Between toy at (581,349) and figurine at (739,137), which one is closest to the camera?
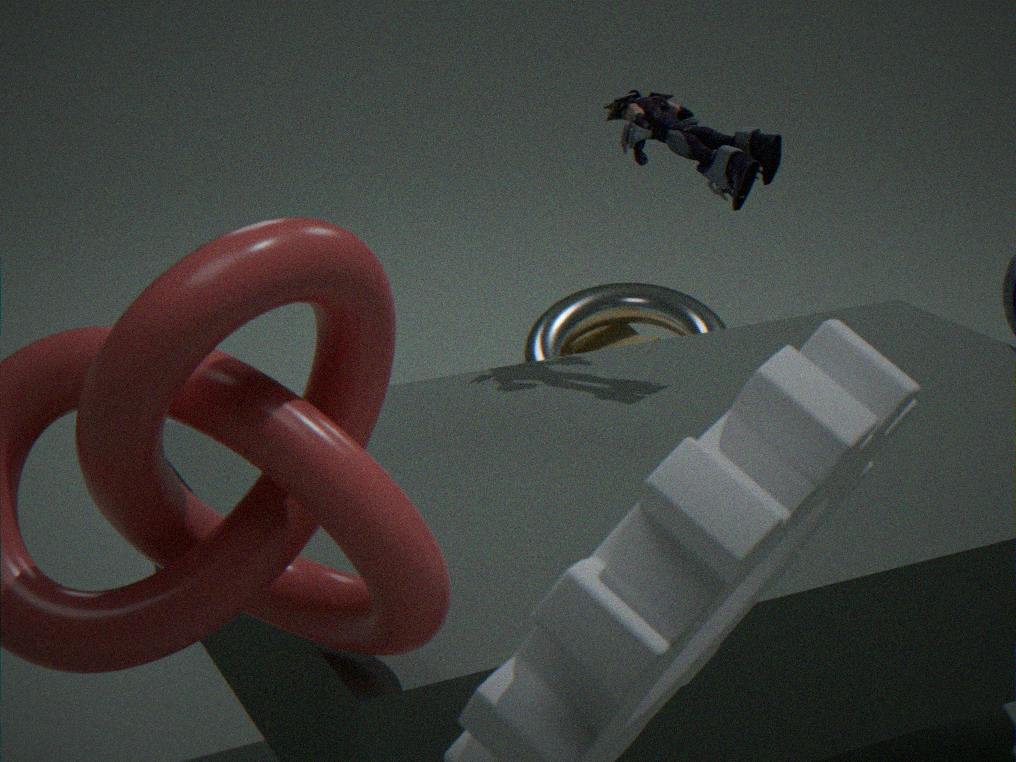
figurine at (739,137)
